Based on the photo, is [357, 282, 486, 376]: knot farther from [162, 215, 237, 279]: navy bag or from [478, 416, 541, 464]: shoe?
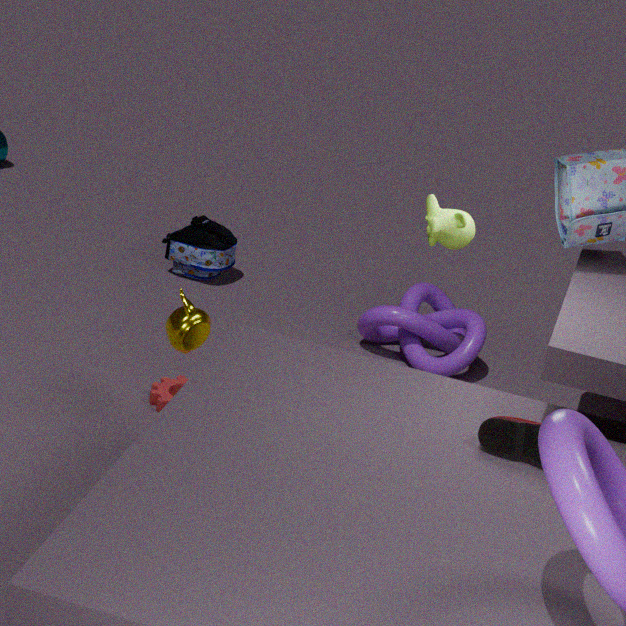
[478, 416, 541, 464]: shoe
